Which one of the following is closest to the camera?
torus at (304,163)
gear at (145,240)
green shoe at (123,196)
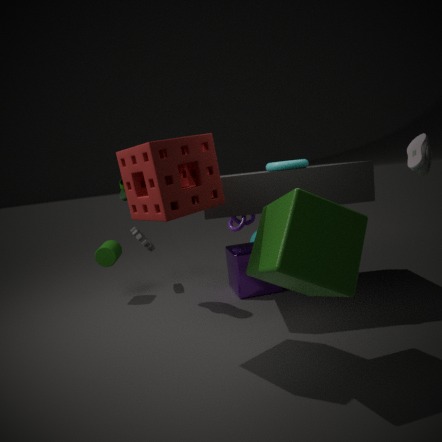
torus at (304,163)
